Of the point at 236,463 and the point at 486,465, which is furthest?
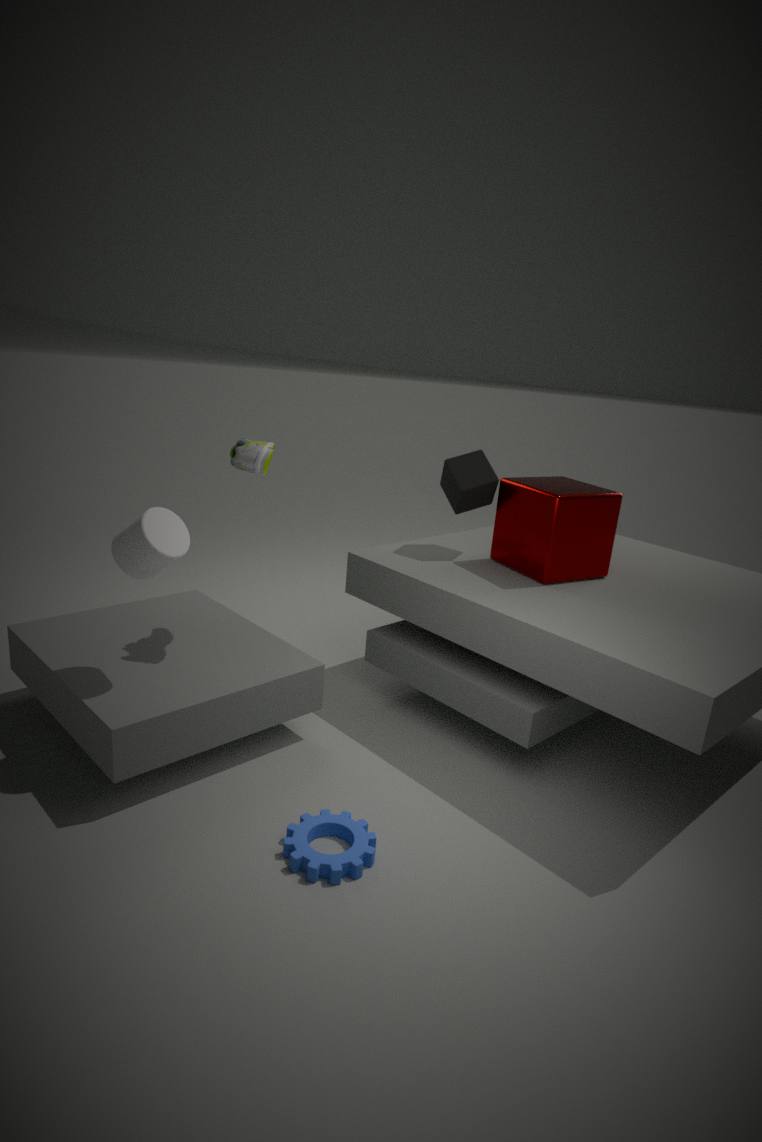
the point at 486,465
